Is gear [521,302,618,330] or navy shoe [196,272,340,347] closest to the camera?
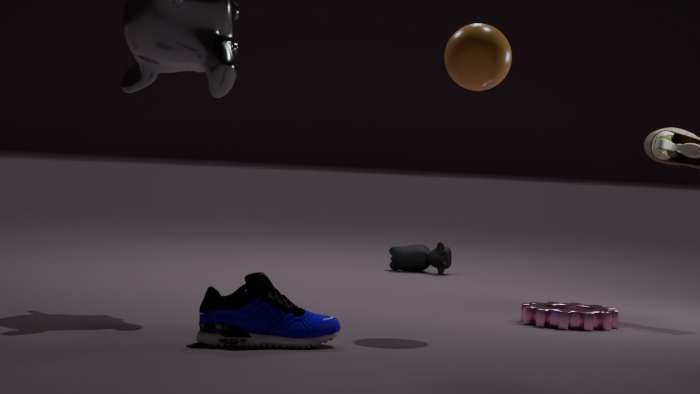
navy shoe [196,272,340,347]
